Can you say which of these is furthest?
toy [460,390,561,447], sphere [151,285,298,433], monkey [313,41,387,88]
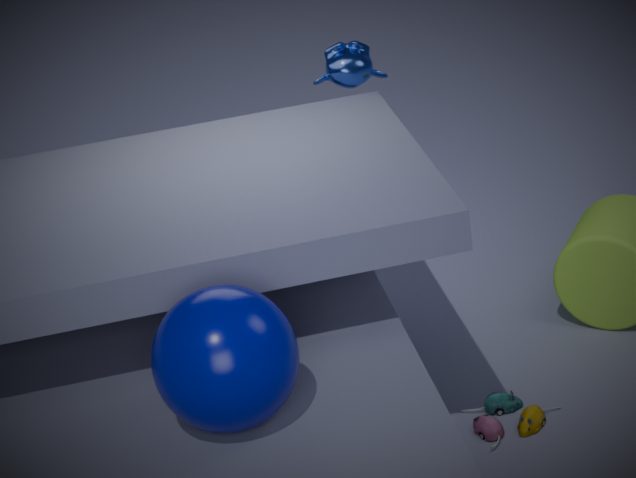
monkey [313,41,387,88]
